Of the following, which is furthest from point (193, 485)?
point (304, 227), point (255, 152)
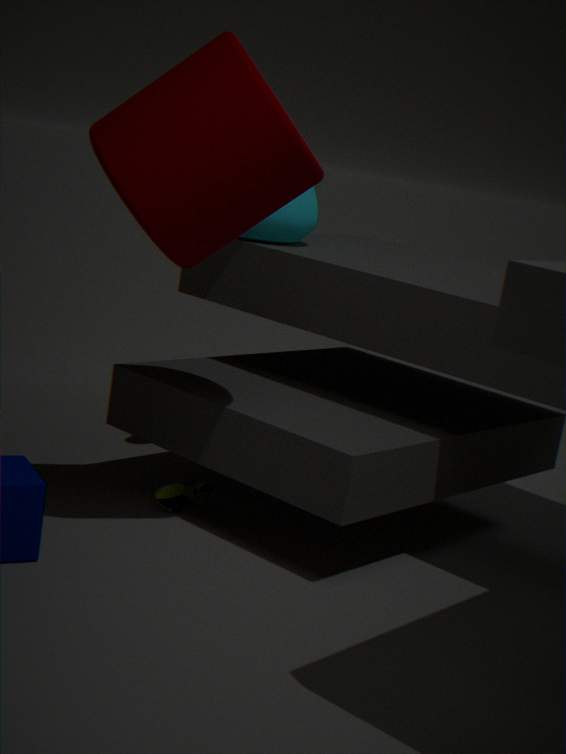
point (255, 152)
